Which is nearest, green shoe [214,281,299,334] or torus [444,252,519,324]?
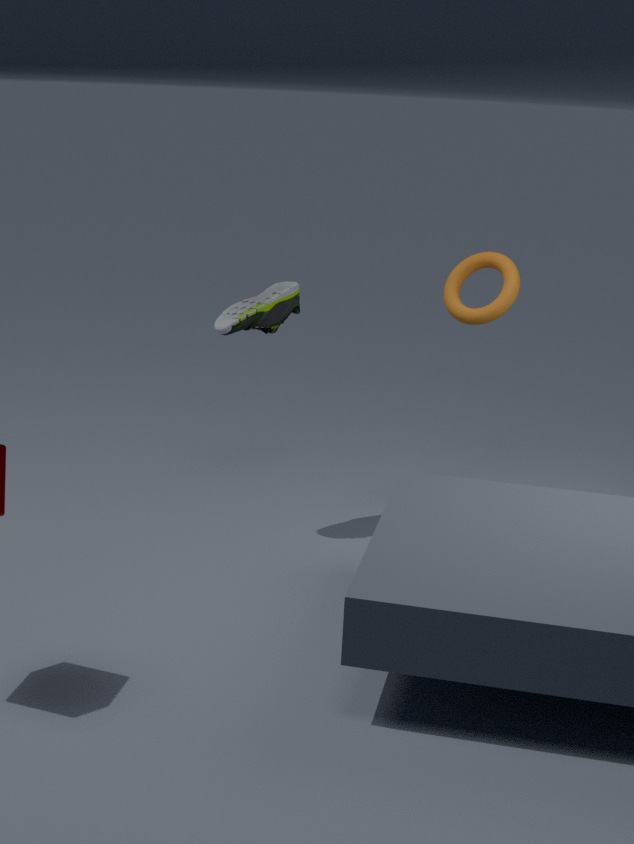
green shoe [214,281,299,334]
